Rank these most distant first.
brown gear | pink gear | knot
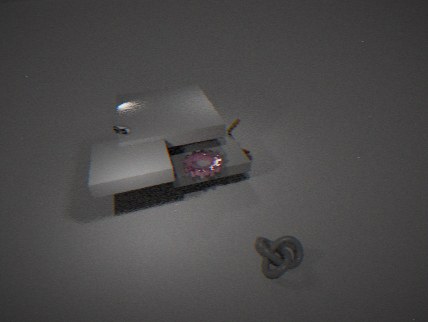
brown gear → pink gear → knot
